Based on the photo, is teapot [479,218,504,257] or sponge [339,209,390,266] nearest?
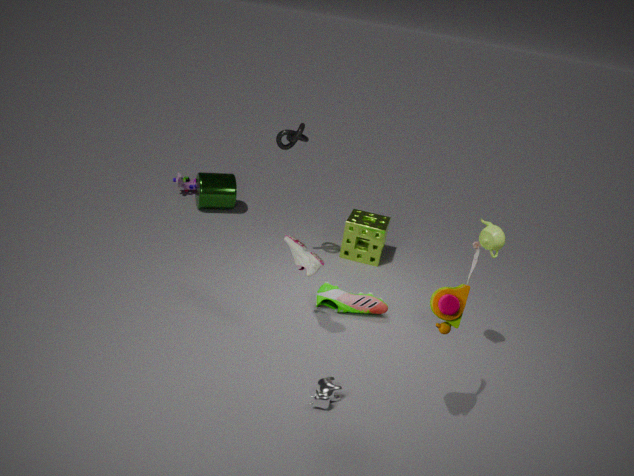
teapot [479,218,504,257]
